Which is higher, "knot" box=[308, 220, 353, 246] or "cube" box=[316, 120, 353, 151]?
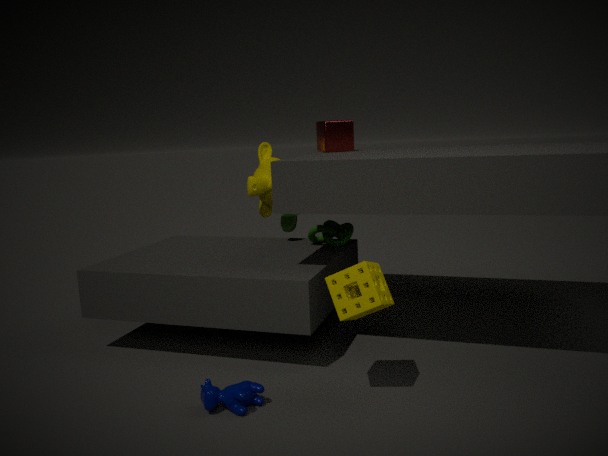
"cube" box=[316, 120, 353, 151]
